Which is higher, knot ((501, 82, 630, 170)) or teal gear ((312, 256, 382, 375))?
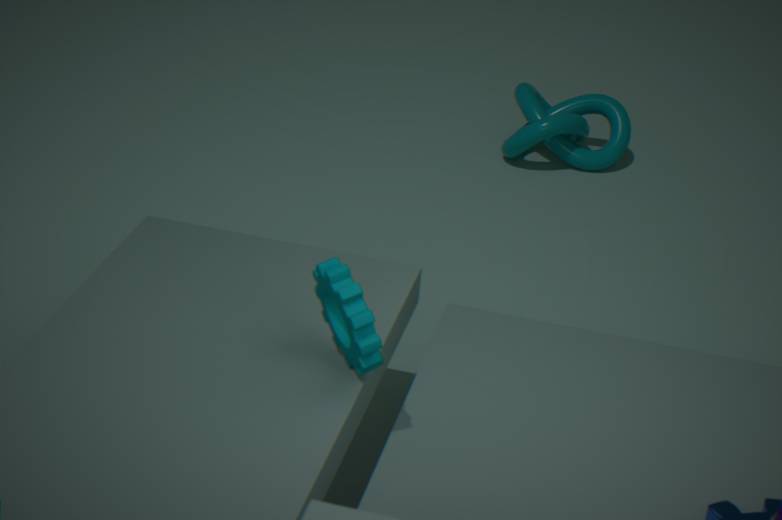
teal gear ((312, 256, 382, 375))
